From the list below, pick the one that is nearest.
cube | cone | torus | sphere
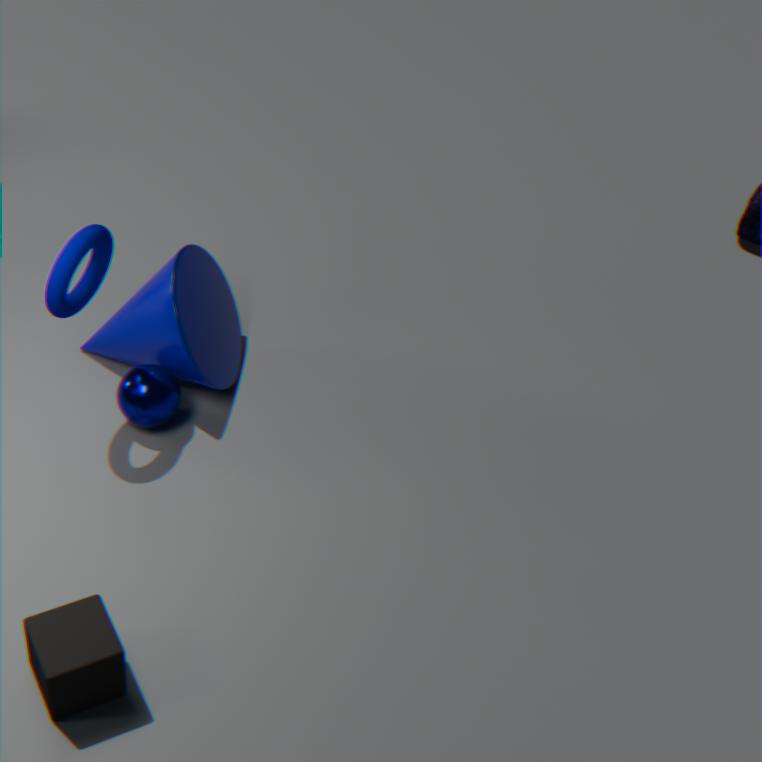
cube
